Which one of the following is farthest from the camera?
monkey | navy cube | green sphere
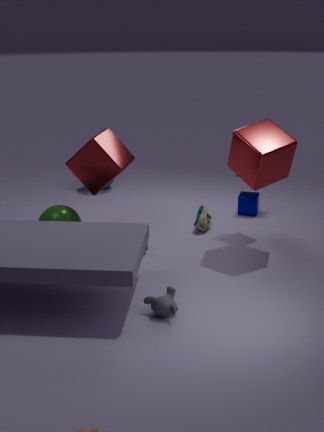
navy cube
